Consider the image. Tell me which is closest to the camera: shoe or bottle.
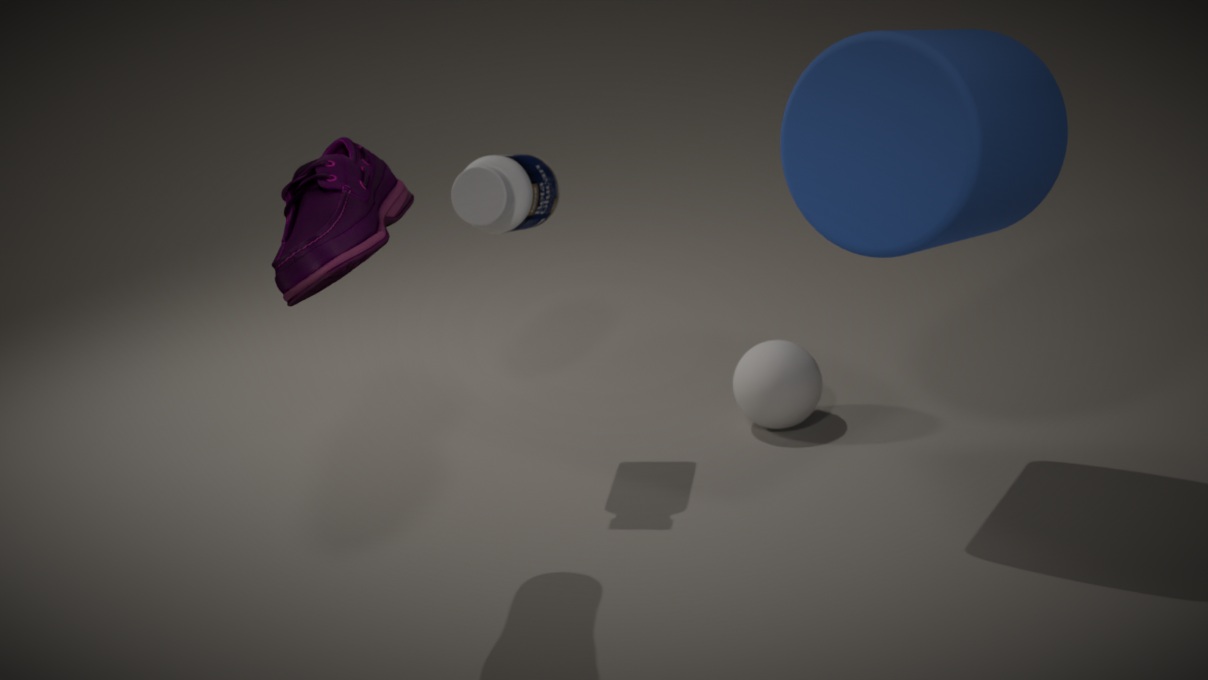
shoe
